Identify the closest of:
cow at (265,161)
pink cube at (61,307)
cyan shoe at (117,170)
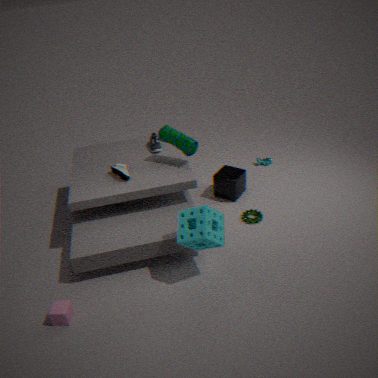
pink cube at (61,307)
